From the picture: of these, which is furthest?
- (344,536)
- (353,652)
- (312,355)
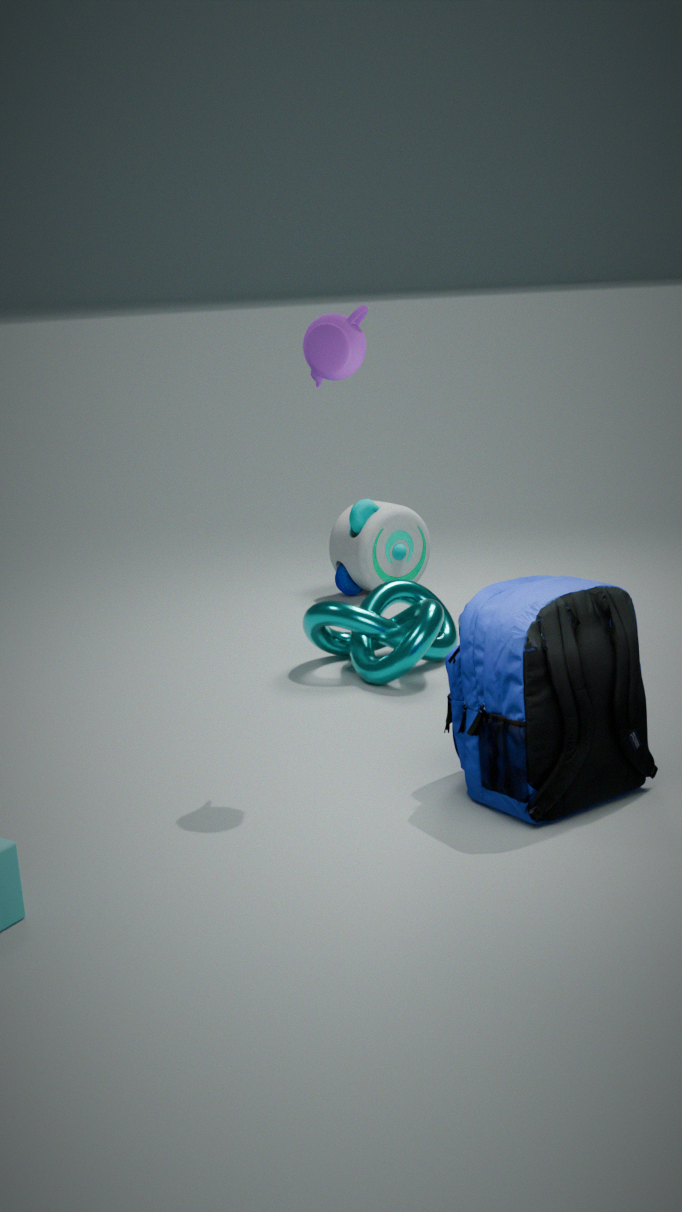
(344,536)
